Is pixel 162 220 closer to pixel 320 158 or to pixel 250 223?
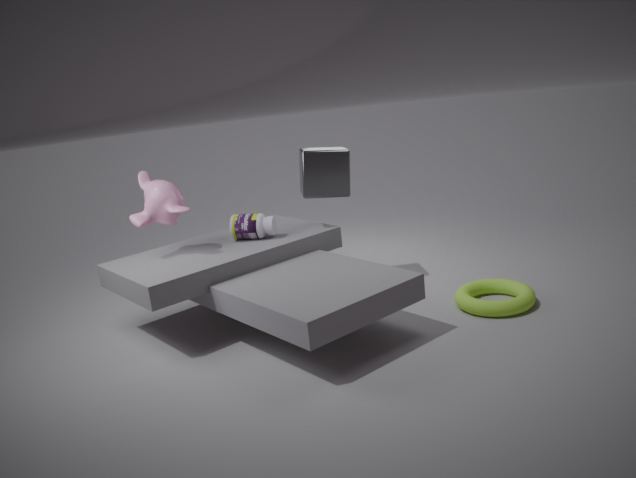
pixel 250 223
